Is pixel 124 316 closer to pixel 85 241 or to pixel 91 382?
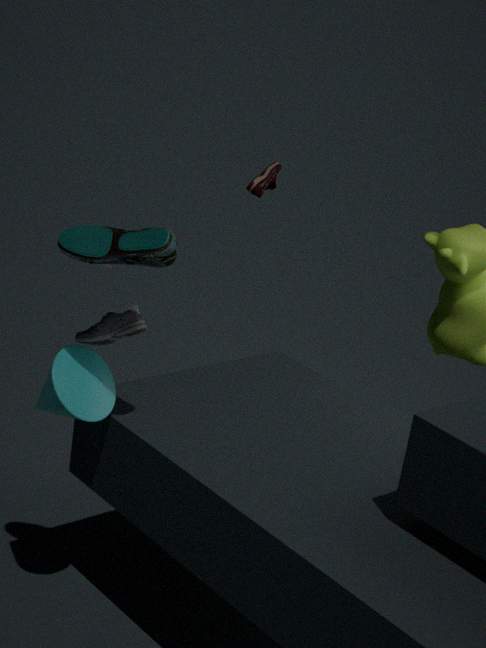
pixel 91 382
